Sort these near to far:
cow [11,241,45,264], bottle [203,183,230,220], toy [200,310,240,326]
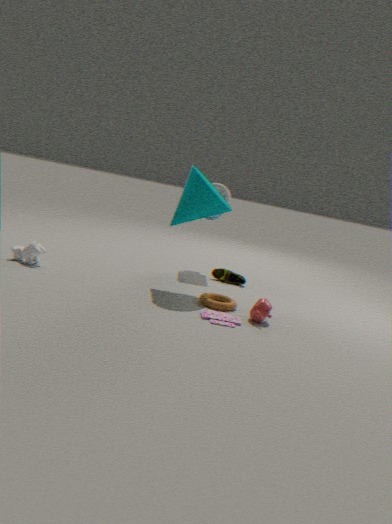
1. toy [200,310,240,326]
2. cow [11,241,45,264]
3. bottle [203,183,230,220]
